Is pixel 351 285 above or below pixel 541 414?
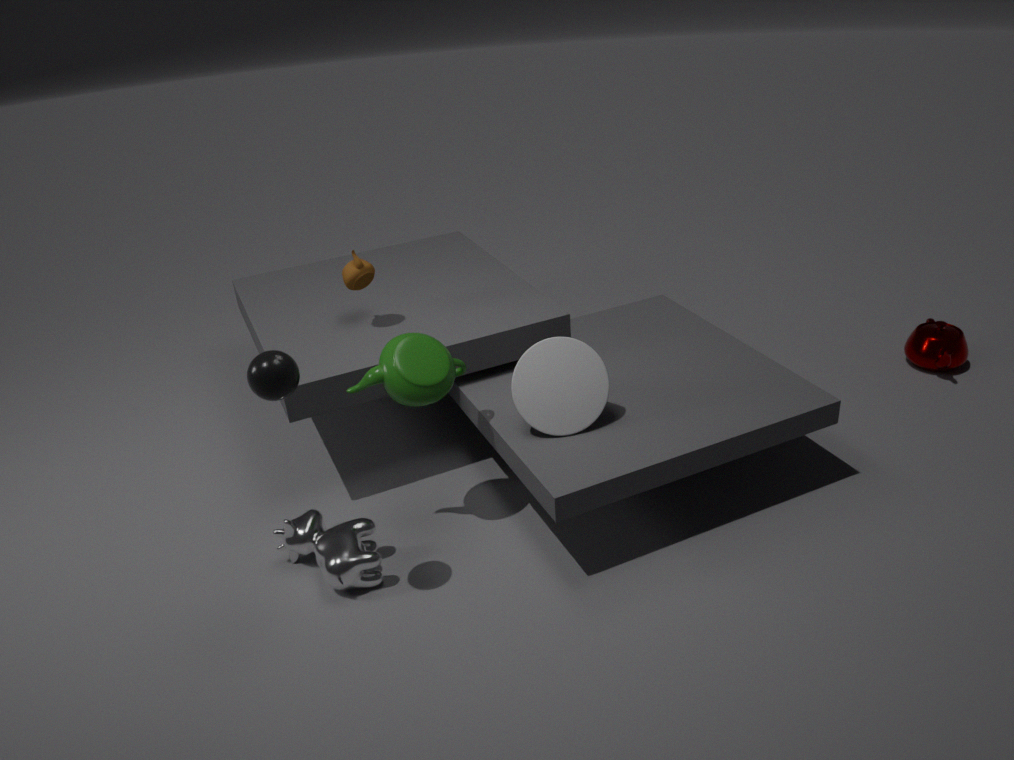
above
